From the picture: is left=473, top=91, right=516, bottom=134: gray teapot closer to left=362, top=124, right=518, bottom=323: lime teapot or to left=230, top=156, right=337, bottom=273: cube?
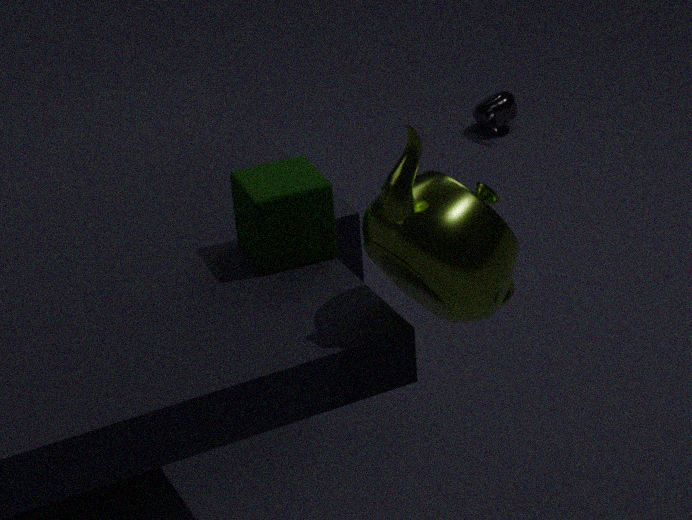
left=230, top=156, right=337, bottom=273: cube
